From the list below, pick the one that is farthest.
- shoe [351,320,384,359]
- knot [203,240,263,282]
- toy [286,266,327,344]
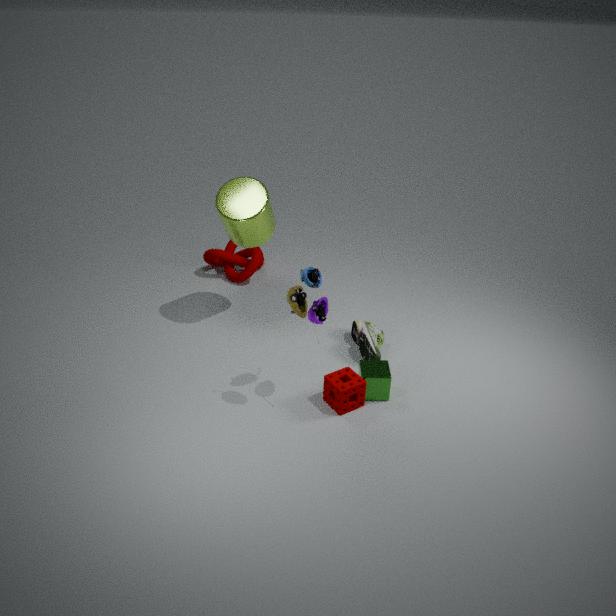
knot [203,240,263,282]
